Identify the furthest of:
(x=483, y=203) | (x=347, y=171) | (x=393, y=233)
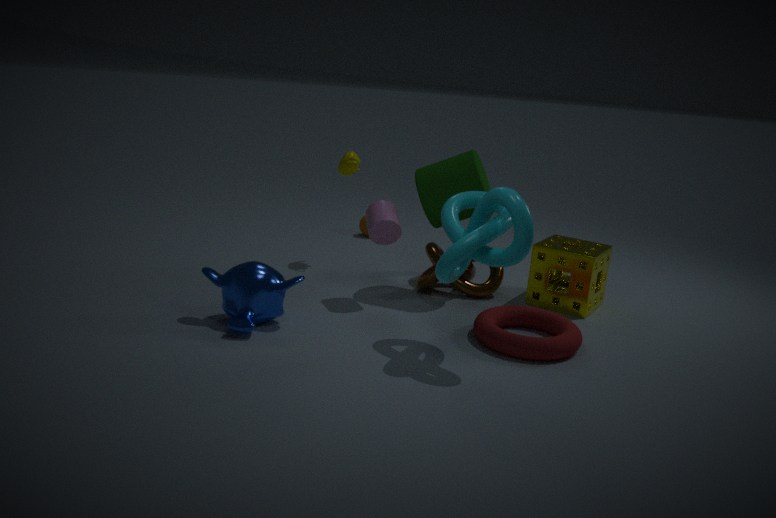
(x=347, y=171)
